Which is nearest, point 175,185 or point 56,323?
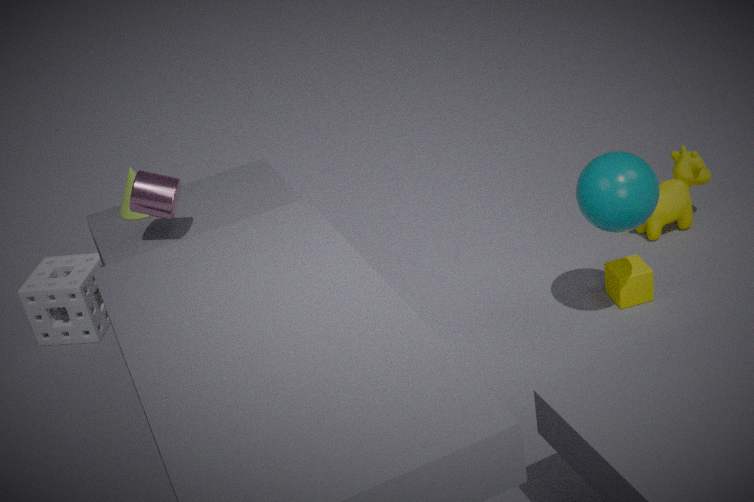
point 175,185
